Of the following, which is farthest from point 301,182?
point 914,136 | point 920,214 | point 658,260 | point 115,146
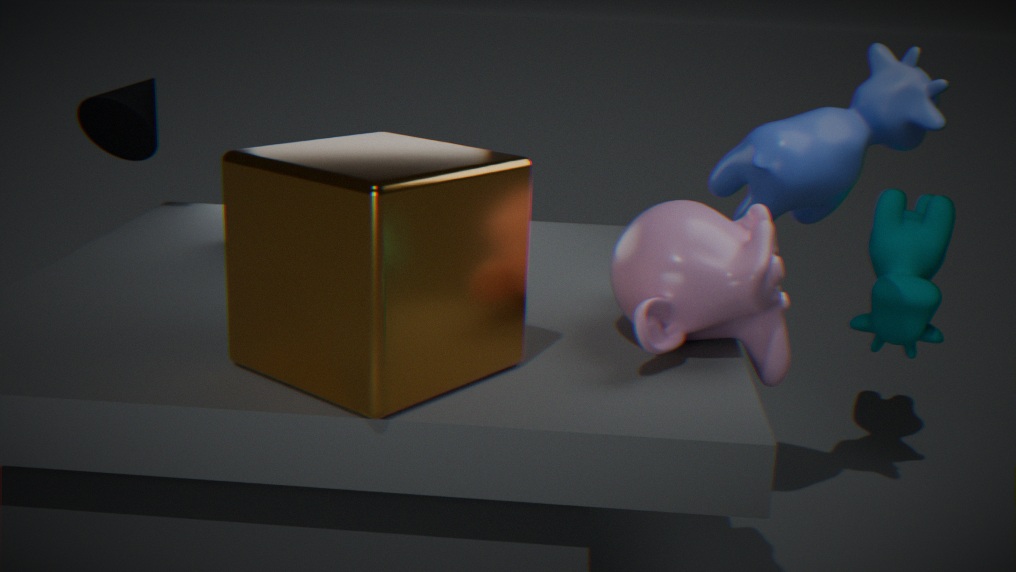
point 920,214
